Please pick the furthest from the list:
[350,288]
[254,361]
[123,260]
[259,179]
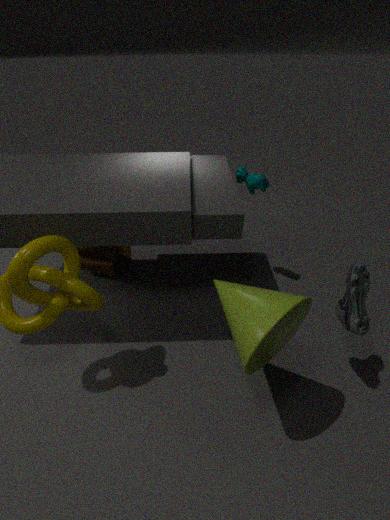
[123,260]
